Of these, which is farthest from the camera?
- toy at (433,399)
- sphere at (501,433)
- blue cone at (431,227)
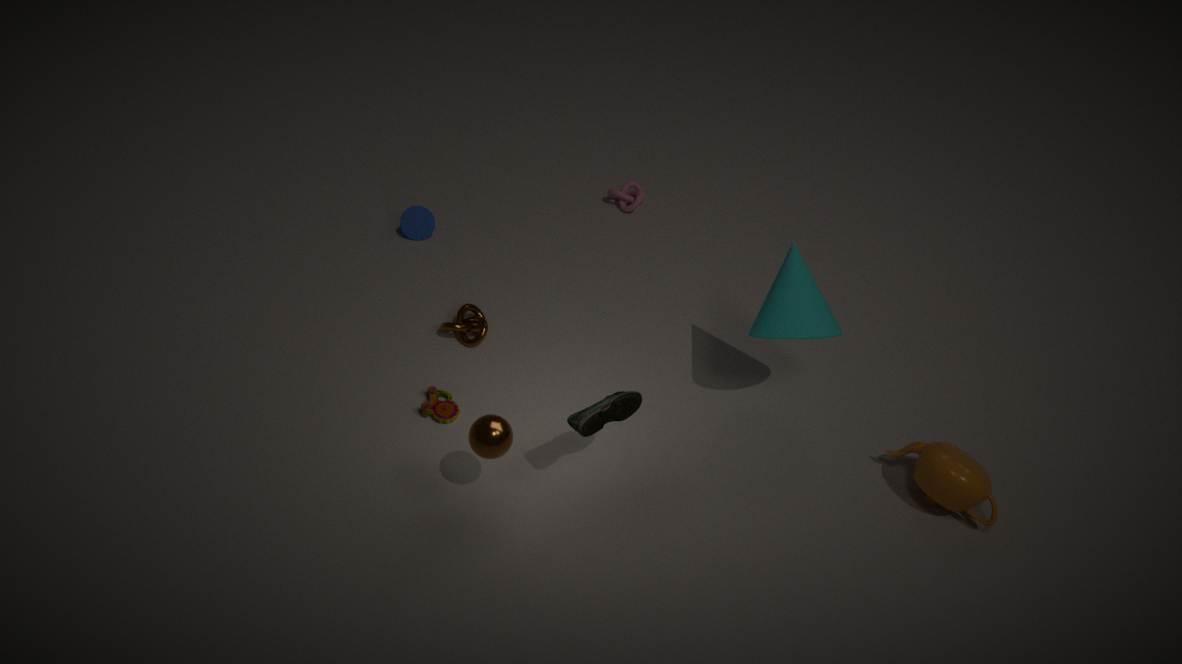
blue cone at (431,227)
